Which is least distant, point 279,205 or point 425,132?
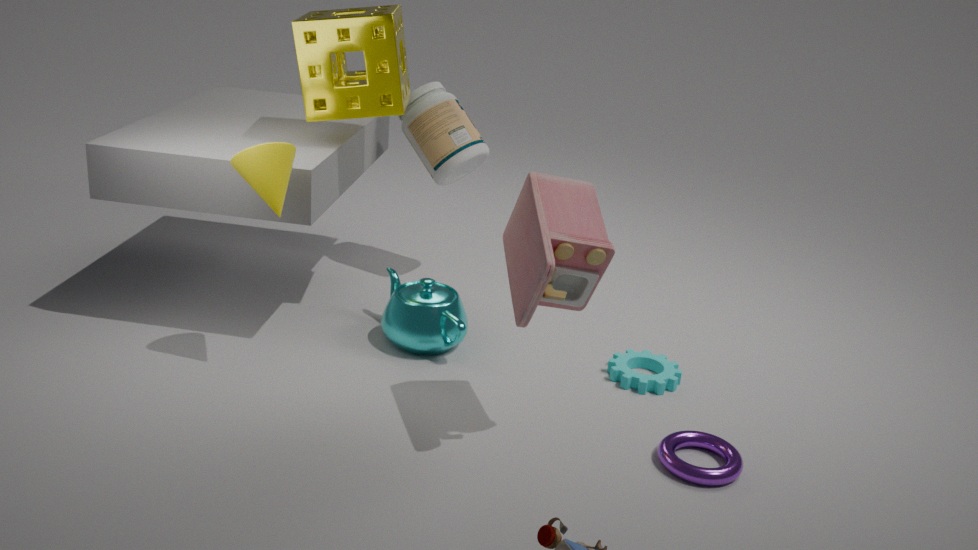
point 279,205
